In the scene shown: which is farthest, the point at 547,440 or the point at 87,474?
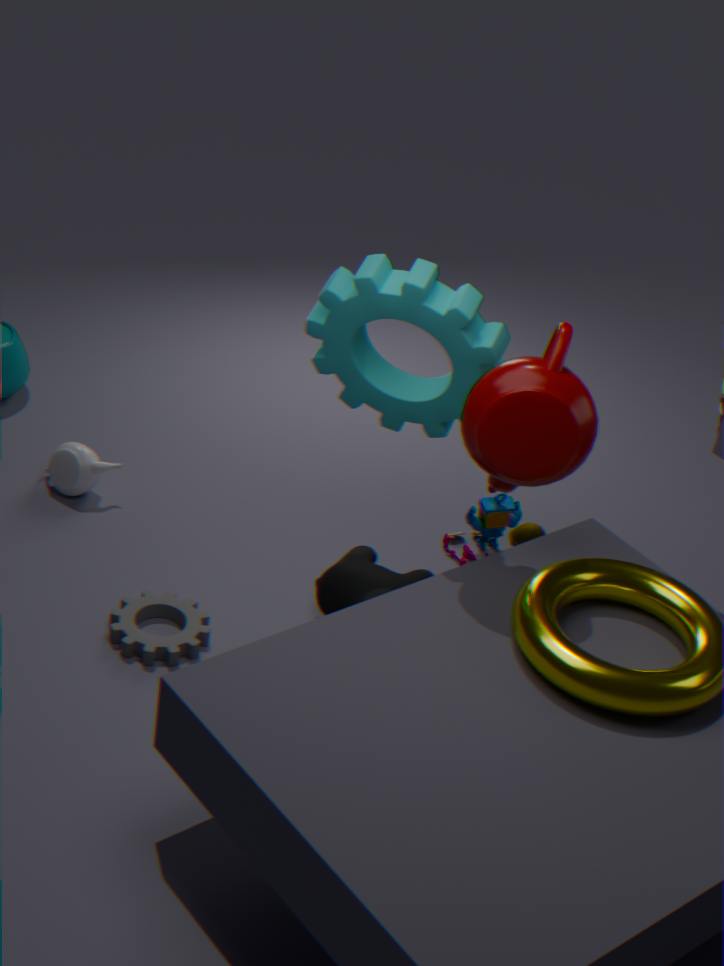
the point at 87,474
